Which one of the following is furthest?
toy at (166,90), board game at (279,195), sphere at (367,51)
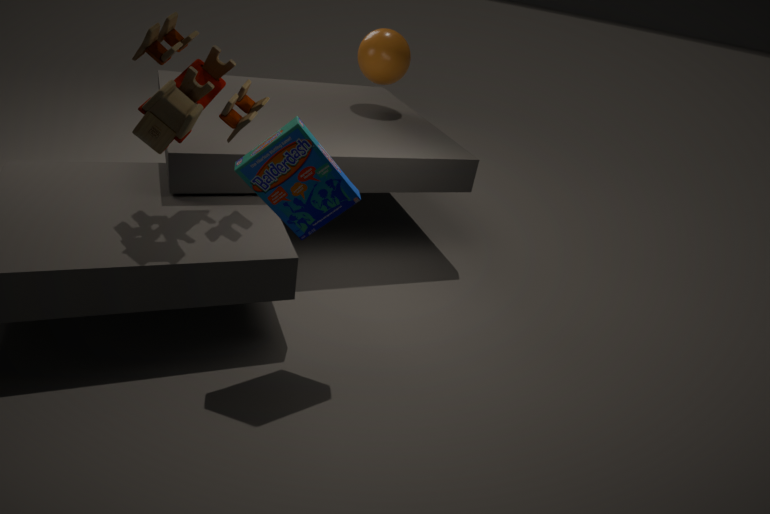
sphere at (367,51)
